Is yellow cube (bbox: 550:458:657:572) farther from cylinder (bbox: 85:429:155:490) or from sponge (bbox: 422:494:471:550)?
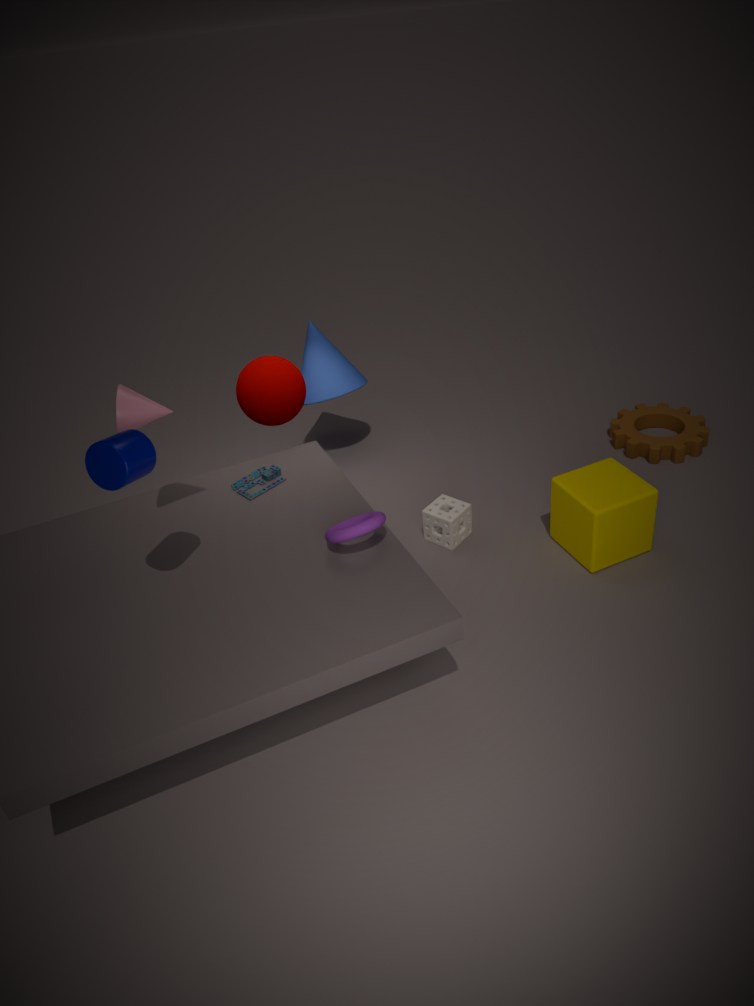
cylinder (bbox: 85:429:155:490)
